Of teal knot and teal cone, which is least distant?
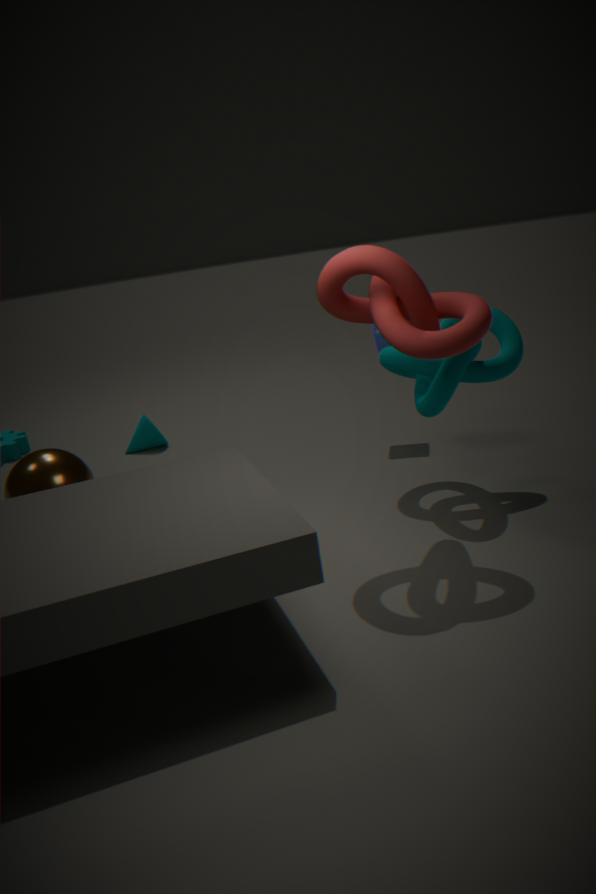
teal knot
